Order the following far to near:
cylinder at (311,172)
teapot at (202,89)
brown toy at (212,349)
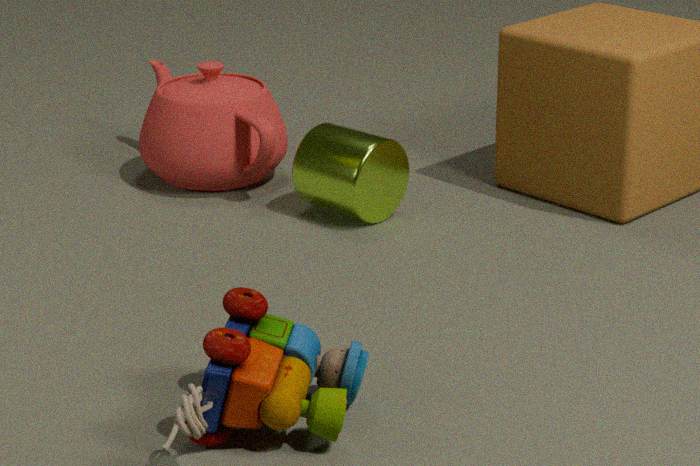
1. teapot at (202,89)
2. cylinder at (311,172)
3. brown toy at (212,349)
